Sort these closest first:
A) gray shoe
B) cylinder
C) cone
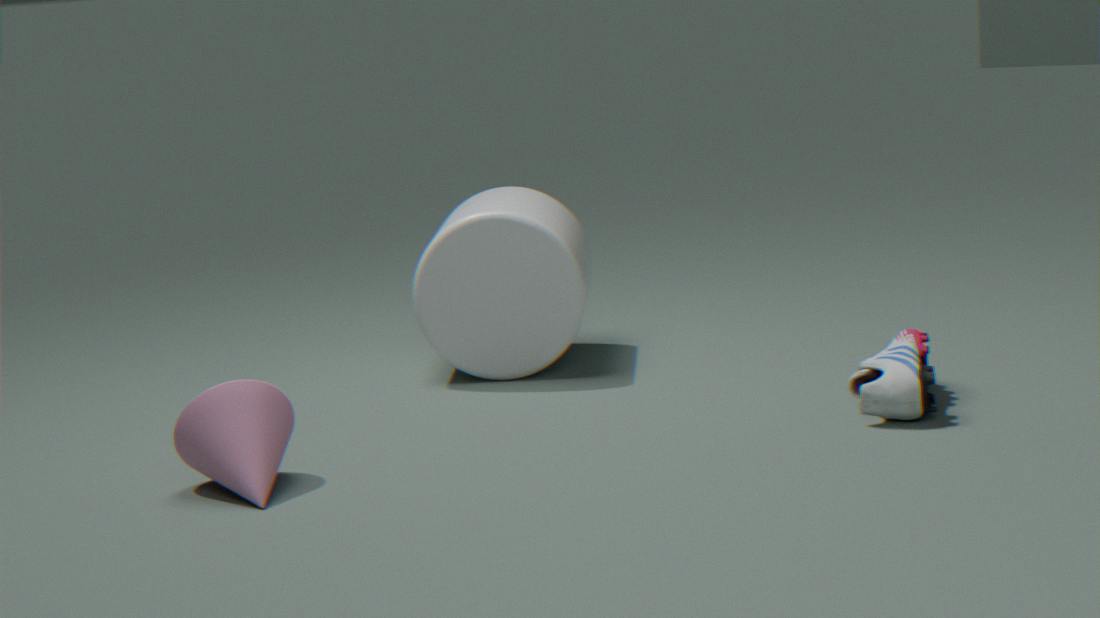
cone < gray shoe < cylinder
